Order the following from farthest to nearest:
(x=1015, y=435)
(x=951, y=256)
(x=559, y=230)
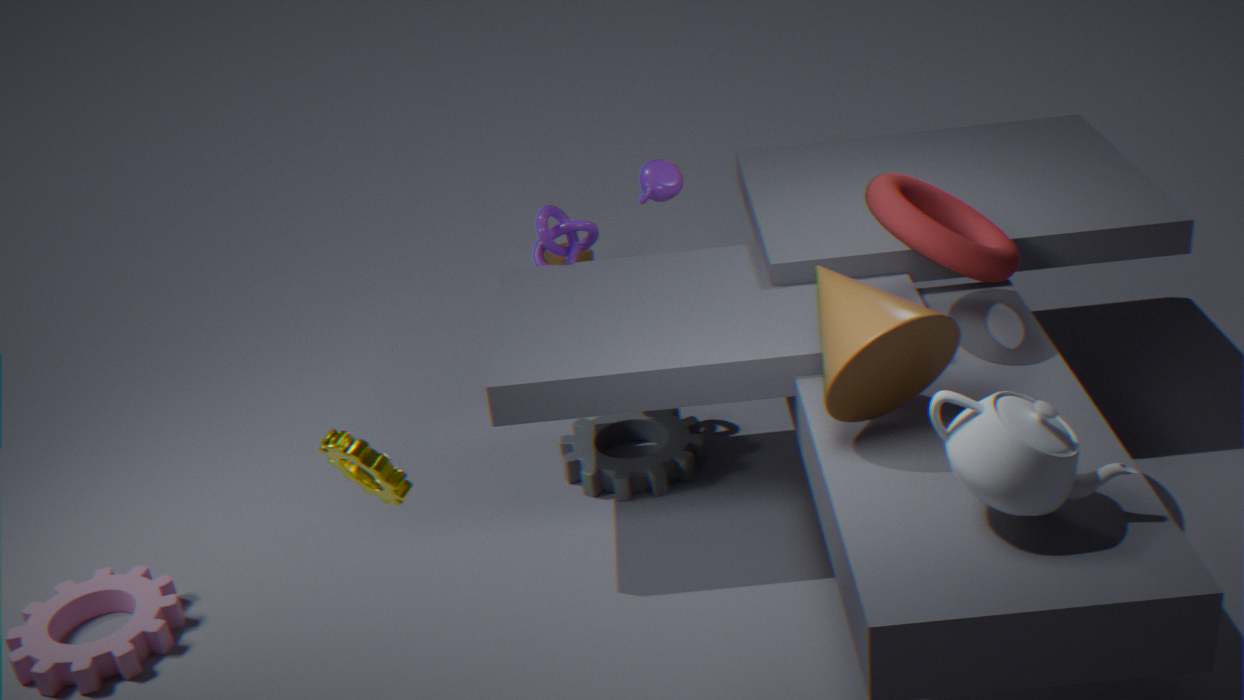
(x=559, y=230), (x=951, y=256), (x=1015, y=435)
